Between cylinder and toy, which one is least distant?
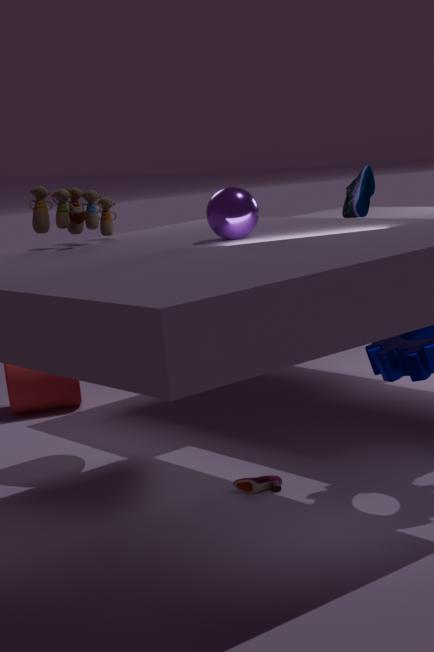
toy
